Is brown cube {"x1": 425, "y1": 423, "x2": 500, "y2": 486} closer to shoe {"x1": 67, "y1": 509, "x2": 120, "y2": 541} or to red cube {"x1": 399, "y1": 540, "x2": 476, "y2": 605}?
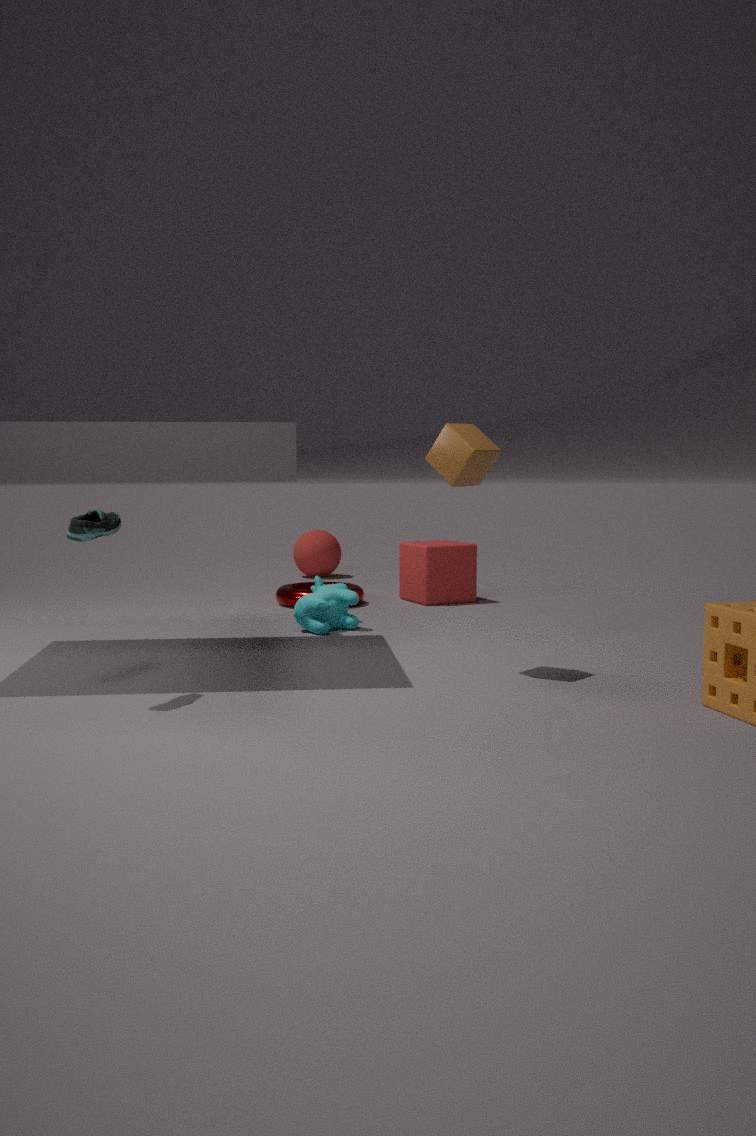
shoe {"x1": 67, "y1": 509, "x2": 120, "y2": 541}
